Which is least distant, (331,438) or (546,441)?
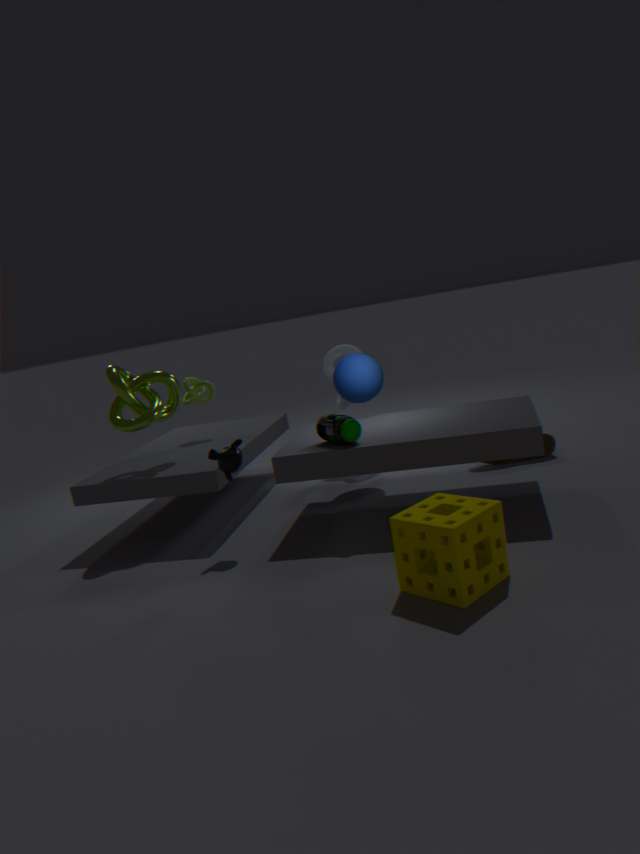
(331,438)
